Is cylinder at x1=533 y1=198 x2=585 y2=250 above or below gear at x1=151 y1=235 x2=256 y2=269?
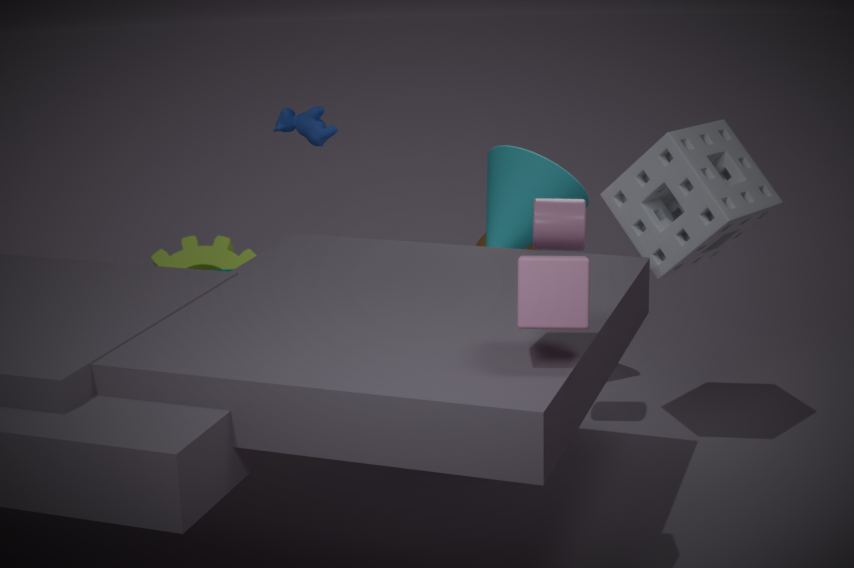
above
